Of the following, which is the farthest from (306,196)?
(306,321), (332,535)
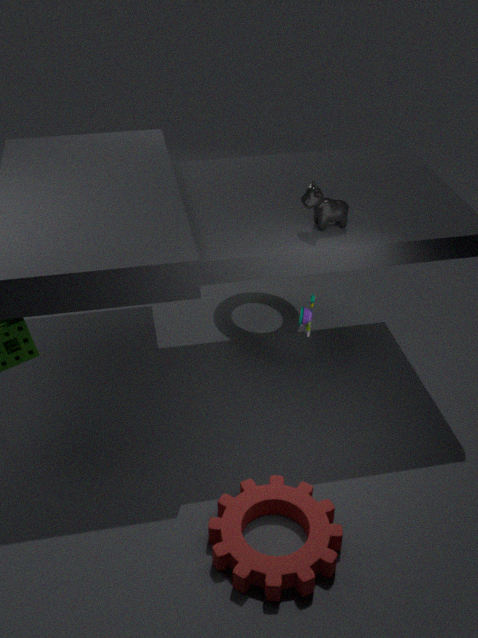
(332,535)
